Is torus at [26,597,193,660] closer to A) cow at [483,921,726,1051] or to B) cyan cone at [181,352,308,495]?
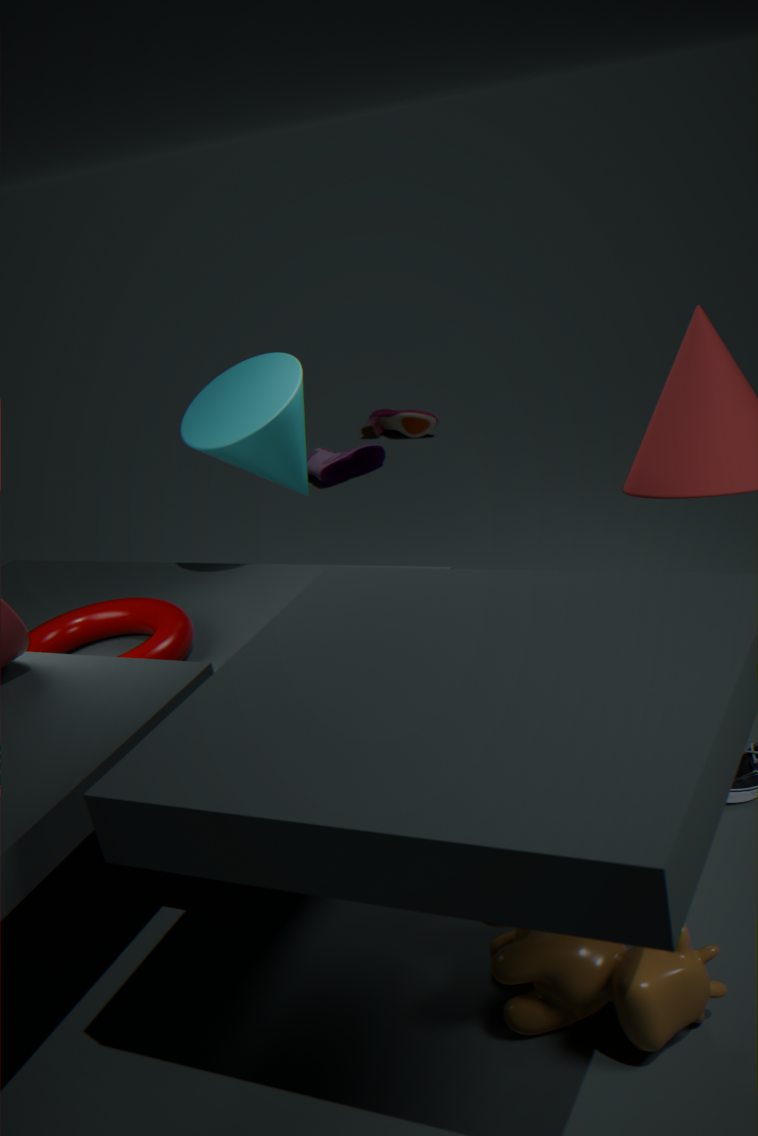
B) cyan cone at [181,352,308,495]
